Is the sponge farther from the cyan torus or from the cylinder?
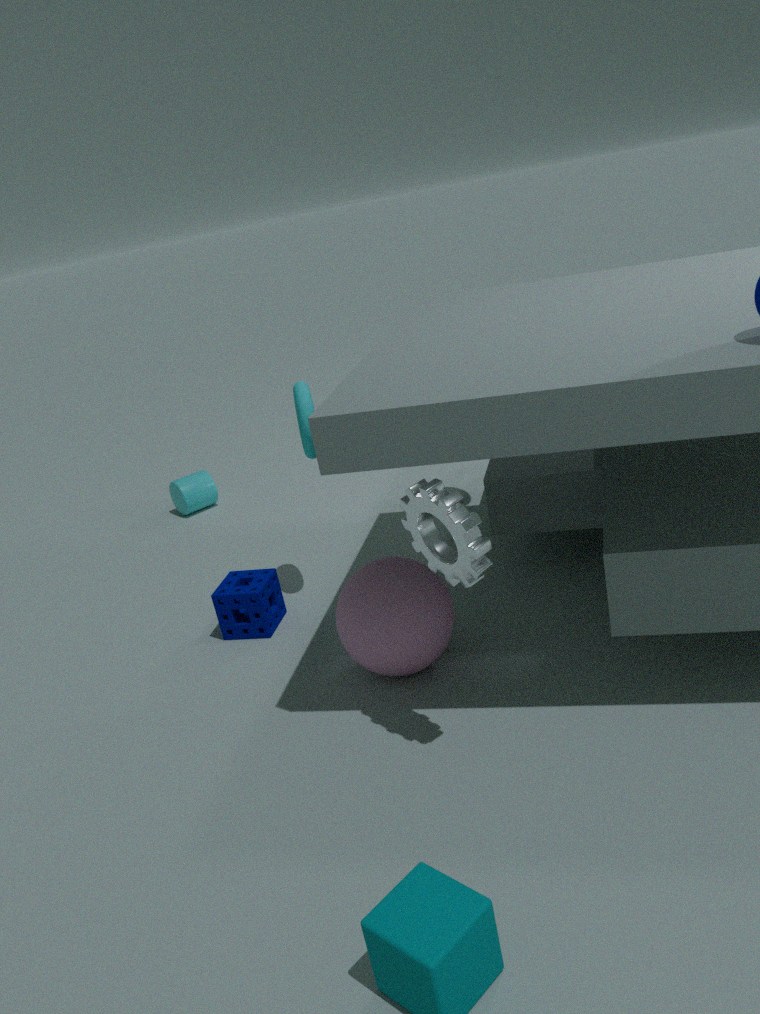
the cylinder
